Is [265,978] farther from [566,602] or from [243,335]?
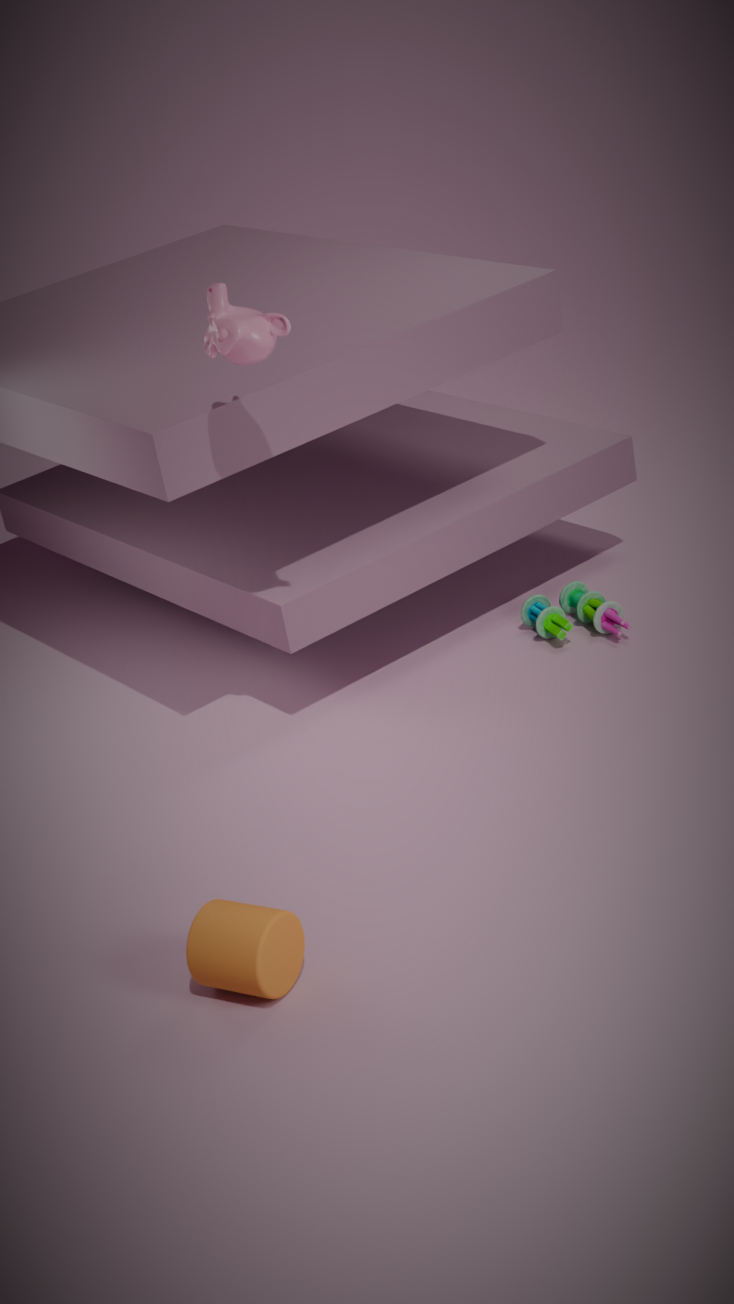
[566,602]
